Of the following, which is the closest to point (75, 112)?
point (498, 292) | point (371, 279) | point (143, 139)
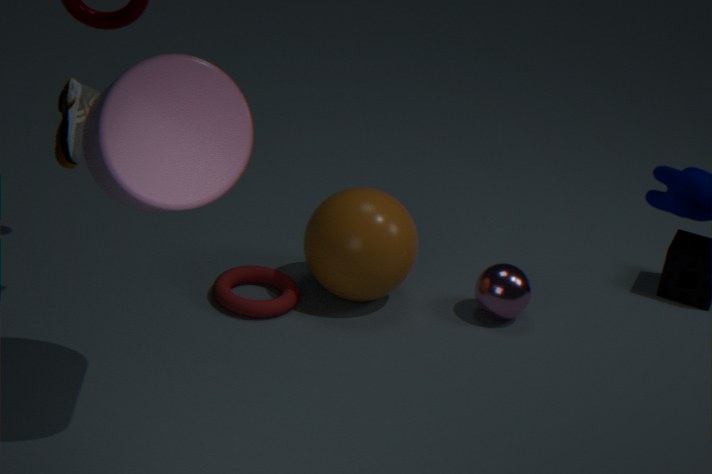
point (143, 139)
